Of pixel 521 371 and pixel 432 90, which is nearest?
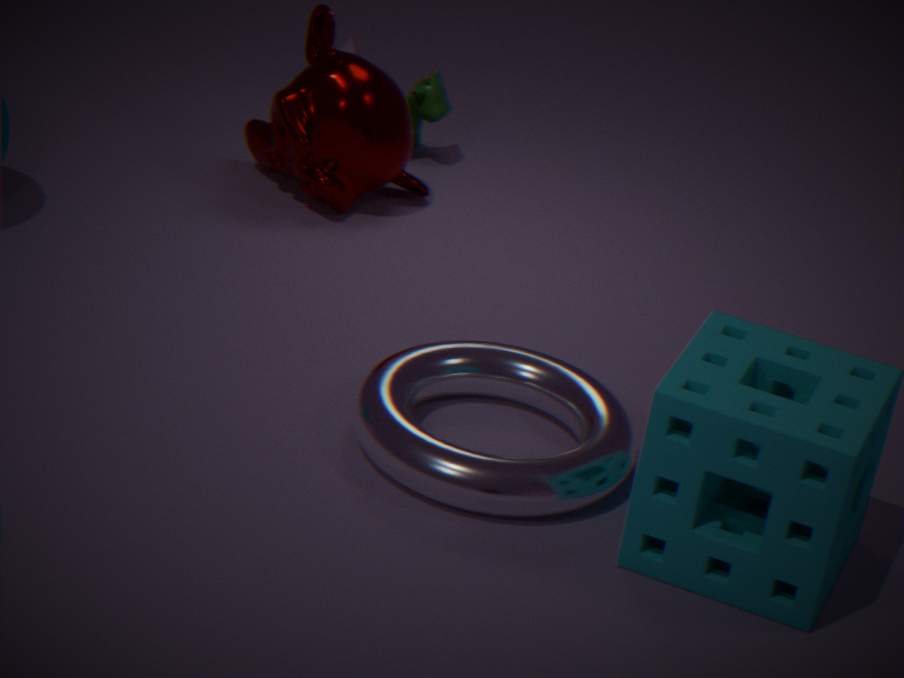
pixel 521 371
